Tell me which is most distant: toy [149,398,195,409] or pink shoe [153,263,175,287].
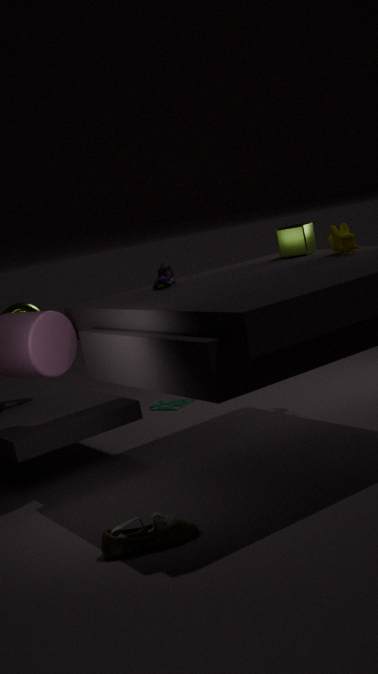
toy [149,398,195,409]
